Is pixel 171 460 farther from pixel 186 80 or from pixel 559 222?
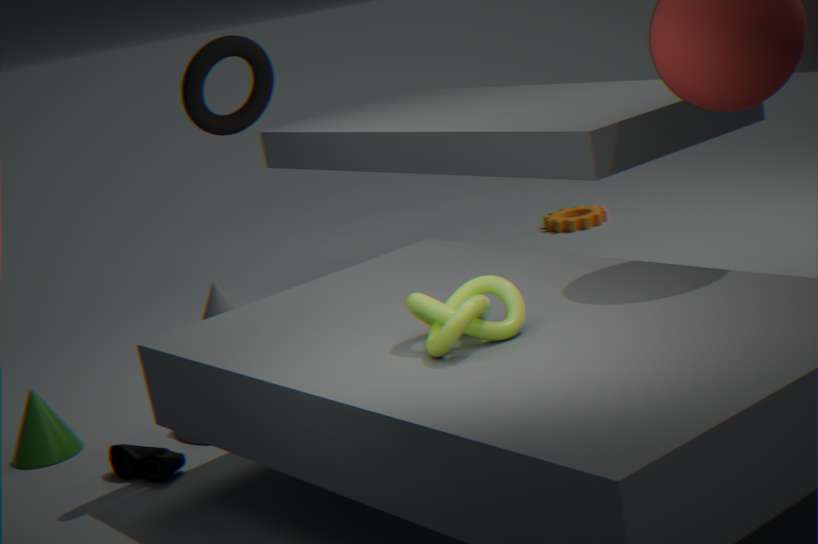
pixel 559 222
